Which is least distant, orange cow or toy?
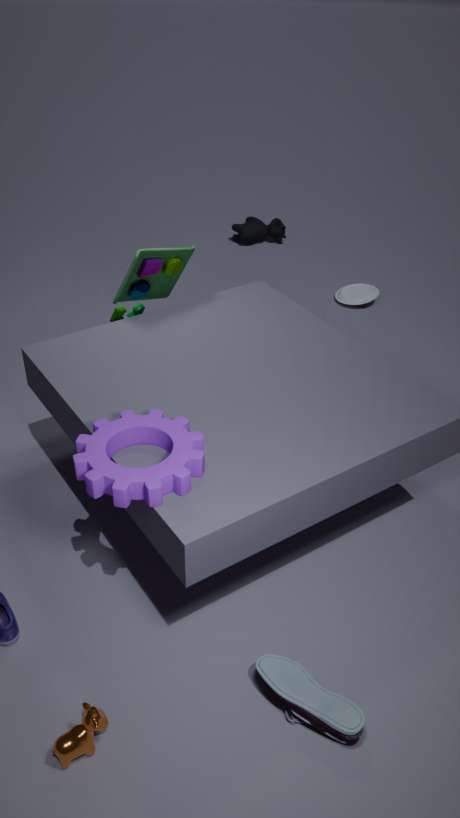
orange cow
